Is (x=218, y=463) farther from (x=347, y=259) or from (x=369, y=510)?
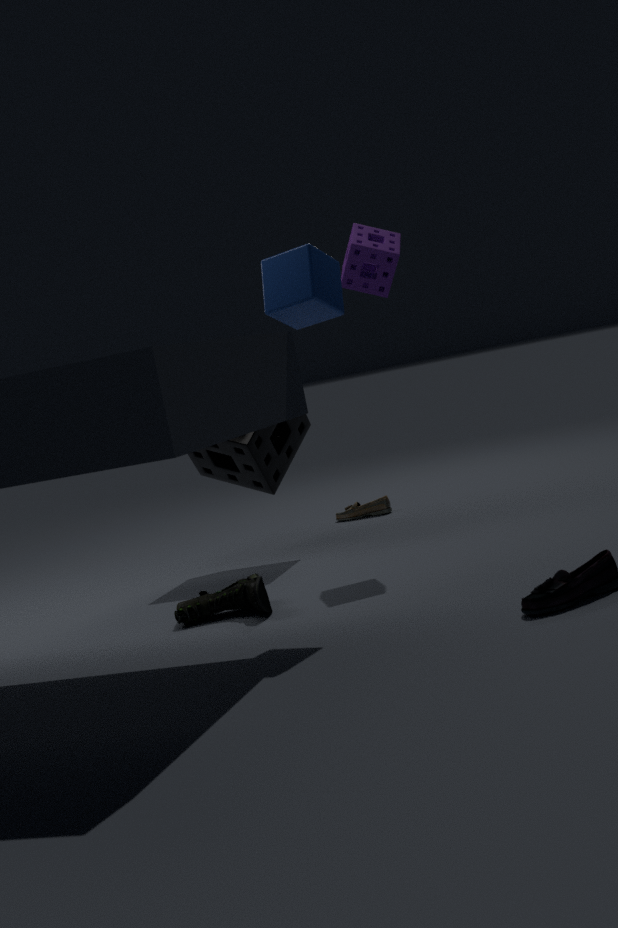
(x=369, y=510)
